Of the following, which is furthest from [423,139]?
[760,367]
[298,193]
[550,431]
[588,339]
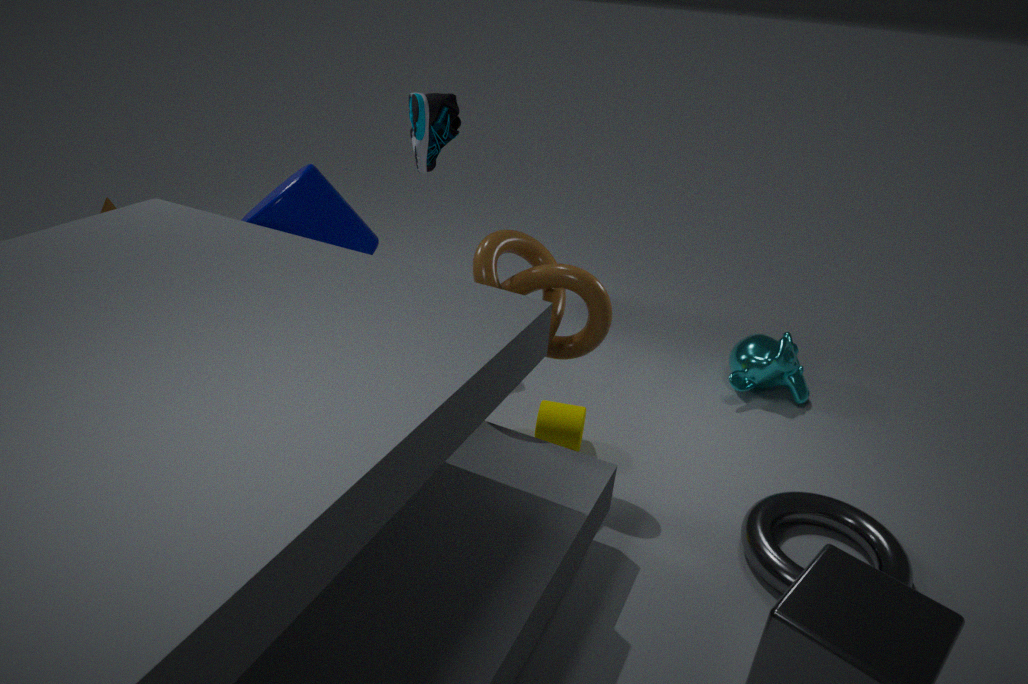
[760,367]
